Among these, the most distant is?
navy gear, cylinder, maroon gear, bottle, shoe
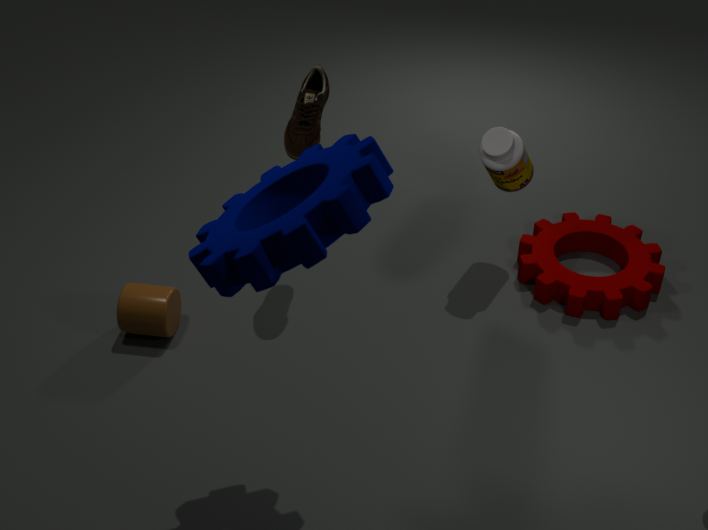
maroon gear
